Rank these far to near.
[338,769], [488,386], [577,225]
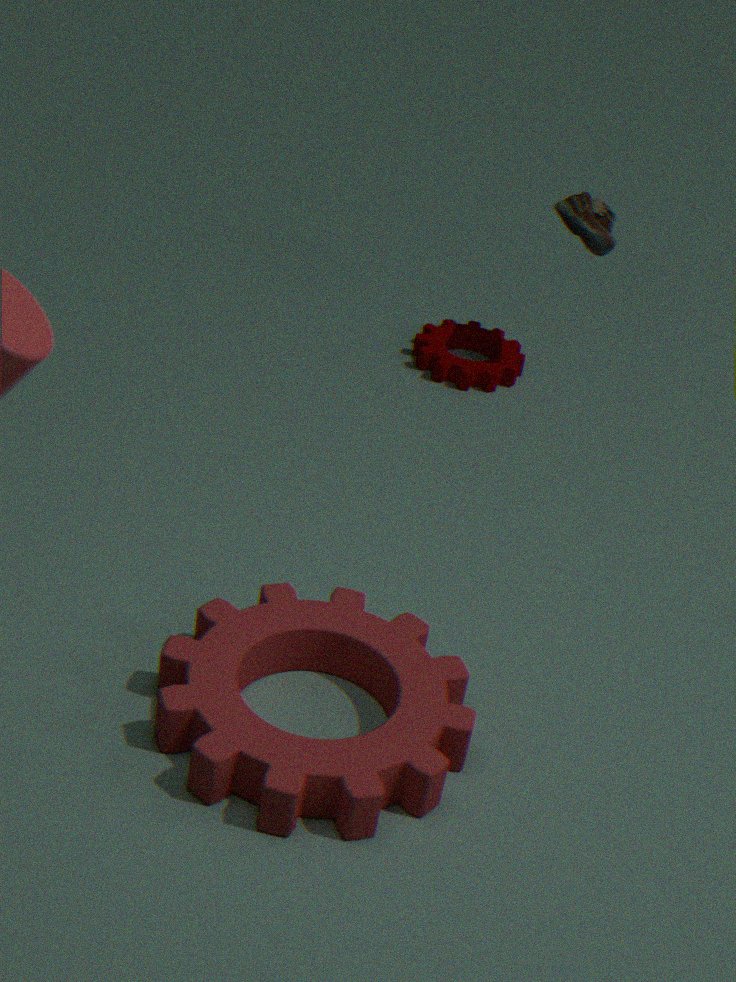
[488,386] < [577,225] < [338,769]
